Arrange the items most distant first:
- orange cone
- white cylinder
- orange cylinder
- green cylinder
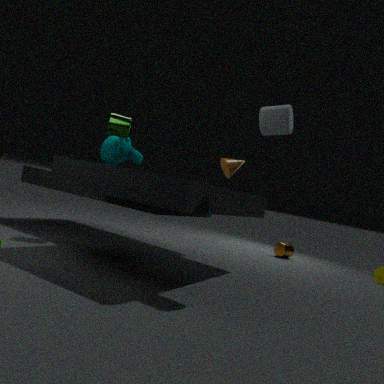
orange cylinder
orange cone
green cylinder
white cylinder
